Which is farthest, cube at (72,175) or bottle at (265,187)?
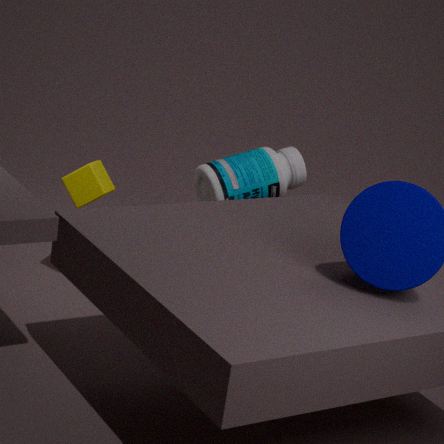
cube at (72,175)
